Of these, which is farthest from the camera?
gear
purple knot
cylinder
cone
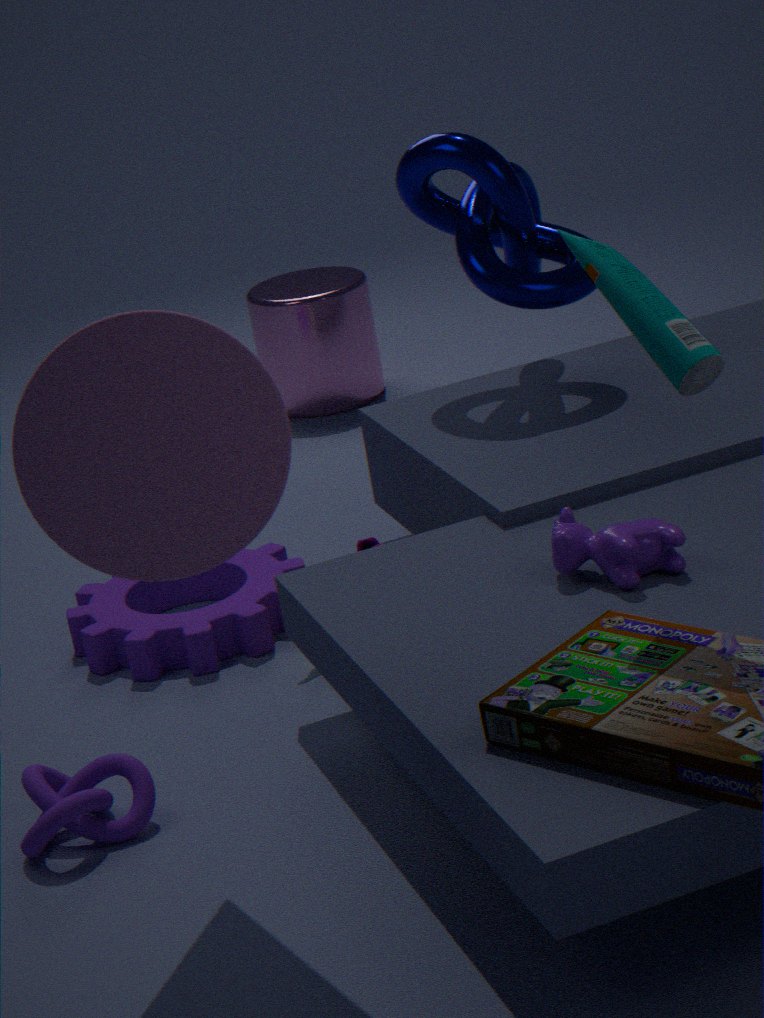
cylinder
